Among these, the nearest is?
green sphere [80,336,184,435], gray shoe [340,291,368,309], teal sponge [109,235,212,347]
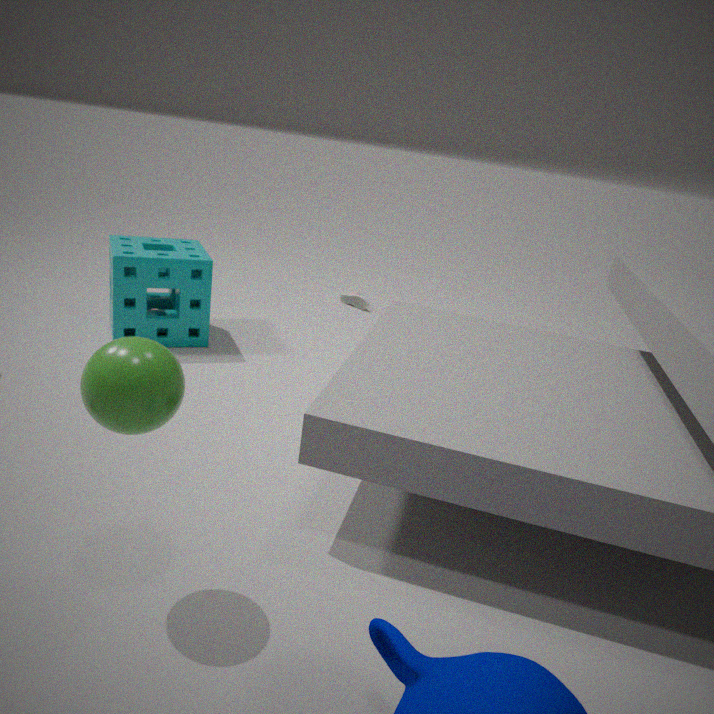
green sphere [80,336,184,435]
